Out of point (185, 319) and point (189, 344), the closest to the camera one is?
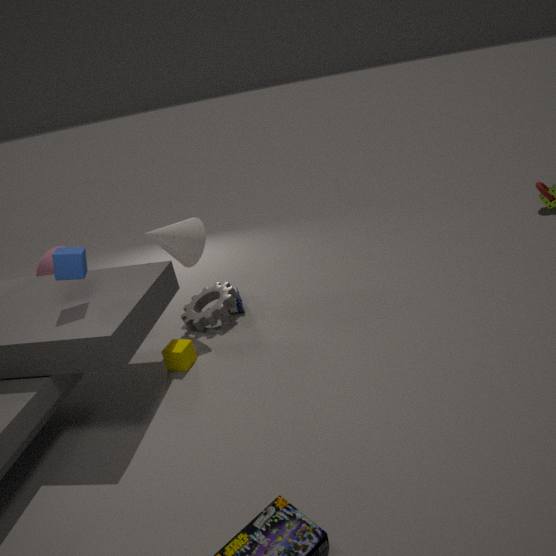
point (189, 344)
